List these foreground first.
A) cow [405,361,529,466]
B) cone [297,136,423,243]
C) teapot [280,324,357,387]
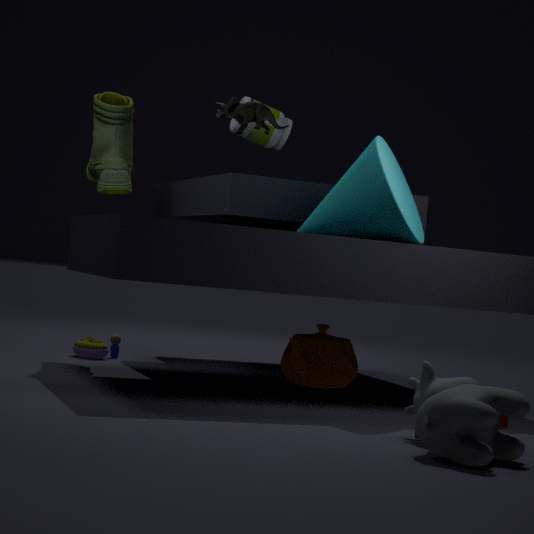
1. cow [405,361,529,466]
2. cone [297,136,423,243]
3. teapot [280,324,357,387]
